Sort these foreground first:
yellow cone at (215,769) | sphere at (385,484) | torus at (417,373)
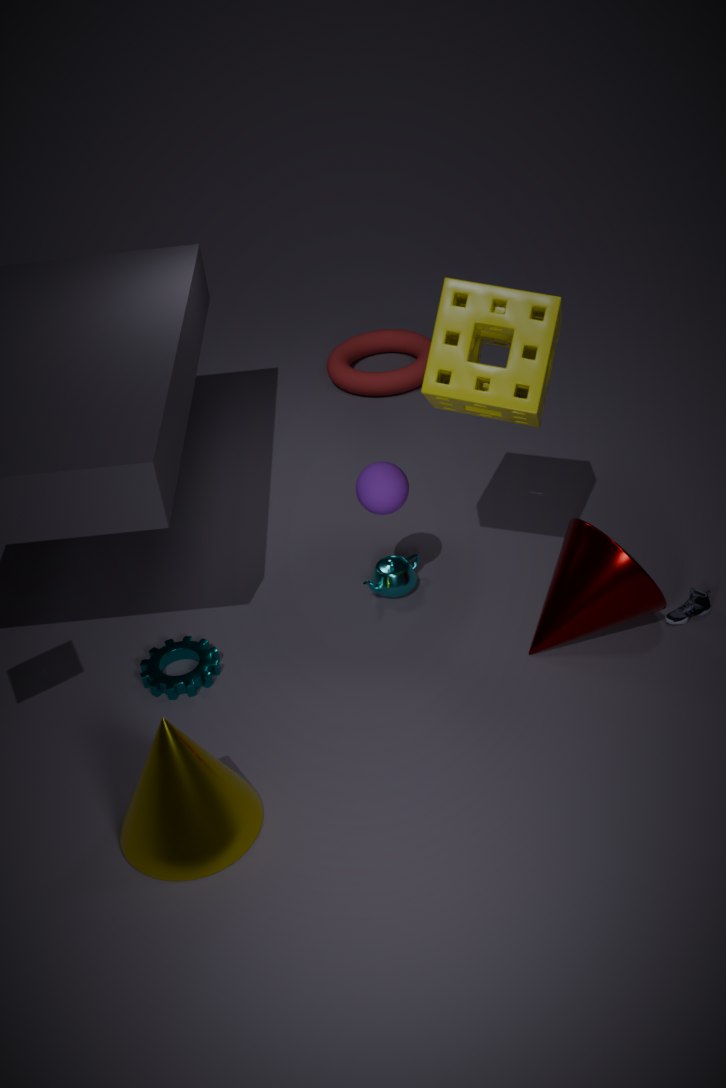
1. yellow cone at (215,769)
2. sphere at (385,484)
3. torus at (417,373)
